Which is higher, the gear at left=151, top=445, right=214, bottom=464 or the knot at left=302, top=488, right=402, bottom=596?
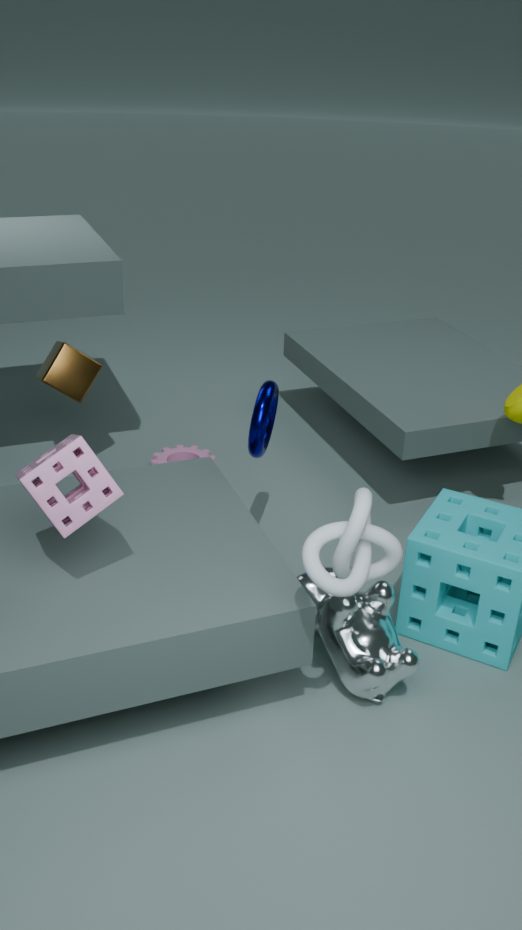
the knot at left=302, top=488, right=402, bottom=596
